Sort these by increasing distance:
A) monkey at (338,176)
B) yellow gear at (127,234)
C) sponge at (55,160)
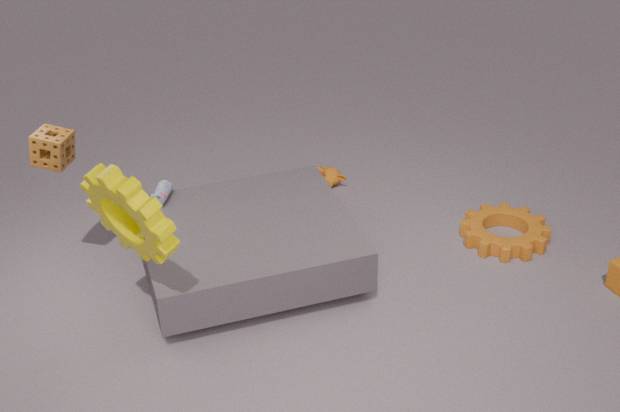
yellow gear at (127,234) → sponge at (55,160) → monkey at (338,176)
